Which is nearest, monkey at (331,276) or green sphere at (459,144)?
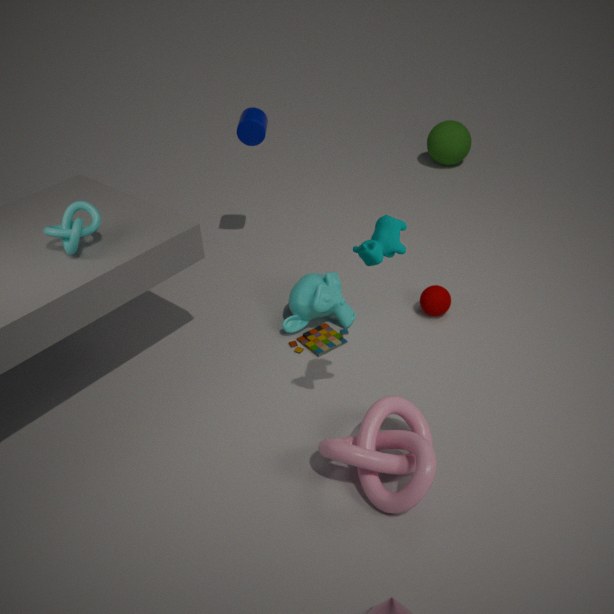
monkey at (331,276)
